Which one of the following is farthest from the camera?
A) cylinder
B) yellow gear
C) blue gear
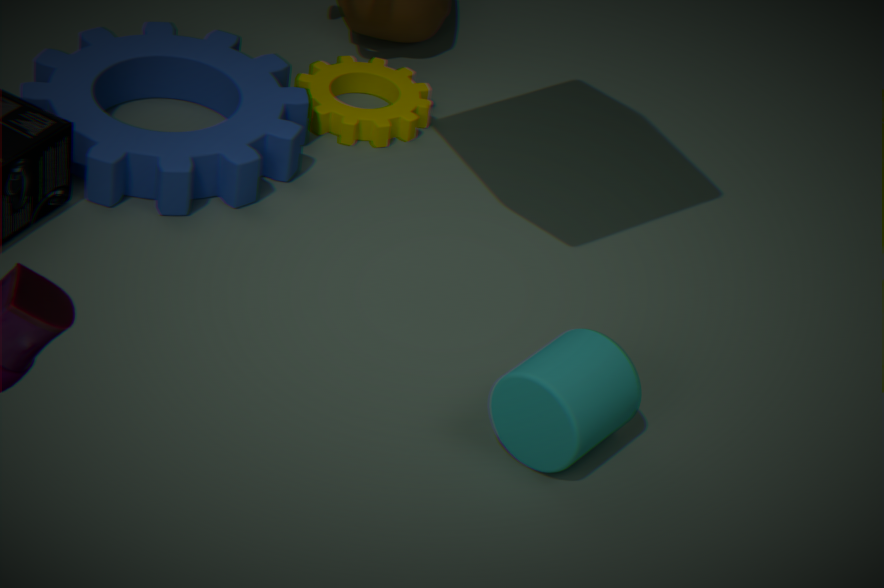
yellow gear
